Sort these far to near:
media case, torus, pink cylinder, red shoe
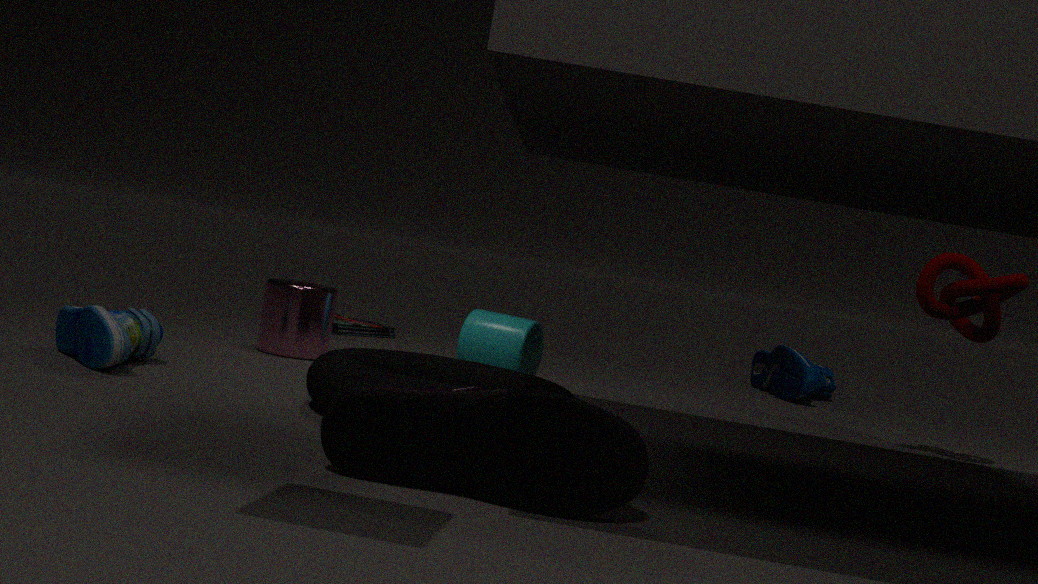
media case < pink cylinder < torus < red shoe
